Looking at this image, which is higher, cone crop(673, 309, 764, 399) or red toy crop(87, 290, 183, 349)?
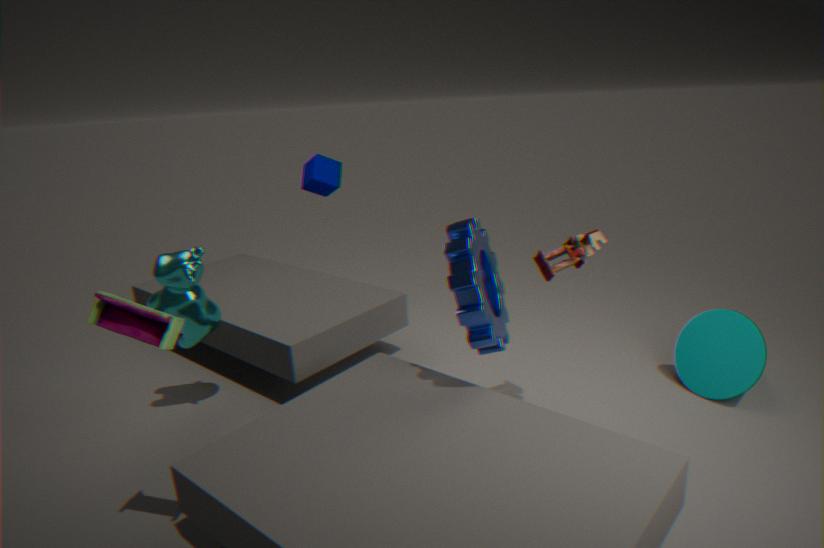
red toy crop(87, 290, 183, 349)
